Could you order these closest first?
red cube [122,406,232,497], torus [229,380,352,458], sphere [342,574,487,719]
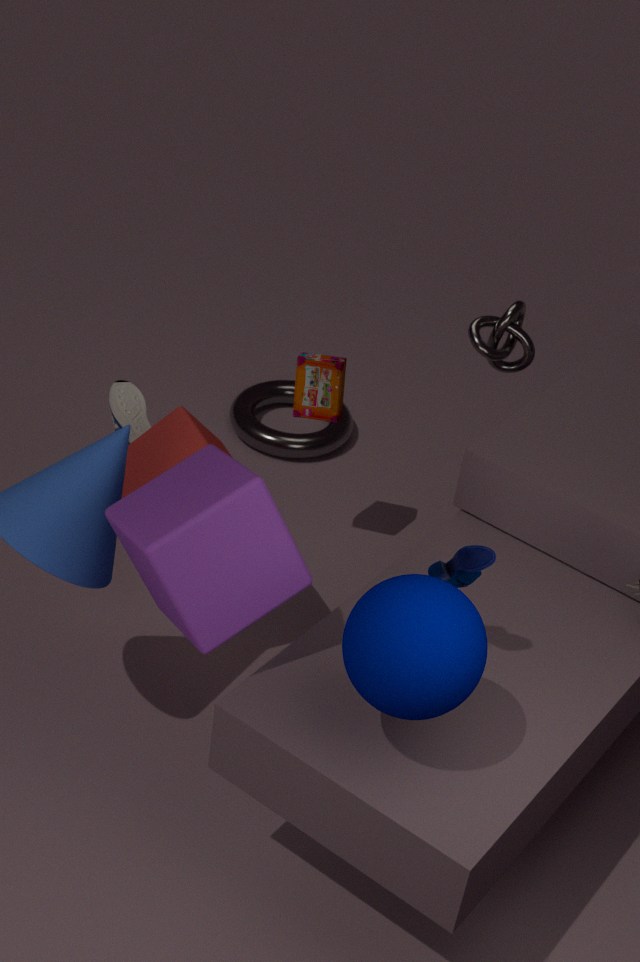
sphere [342,574,487,719] → red cube [122,406,232,497] → torus [229,380,352,458]
